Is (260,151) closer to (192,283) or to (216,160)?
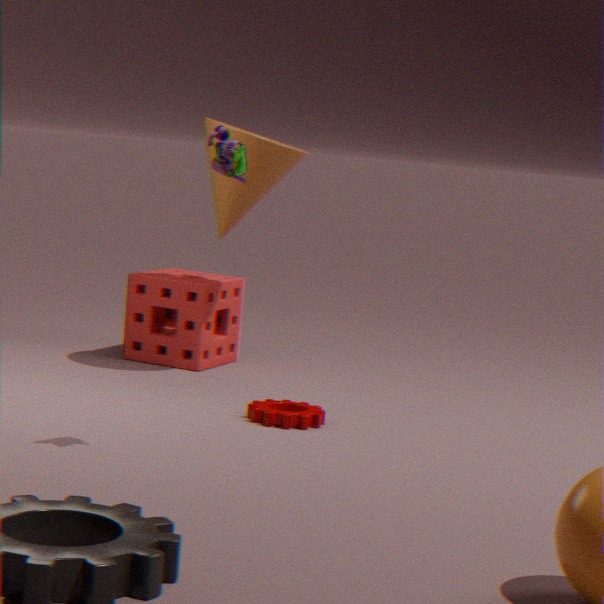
(192,283)
